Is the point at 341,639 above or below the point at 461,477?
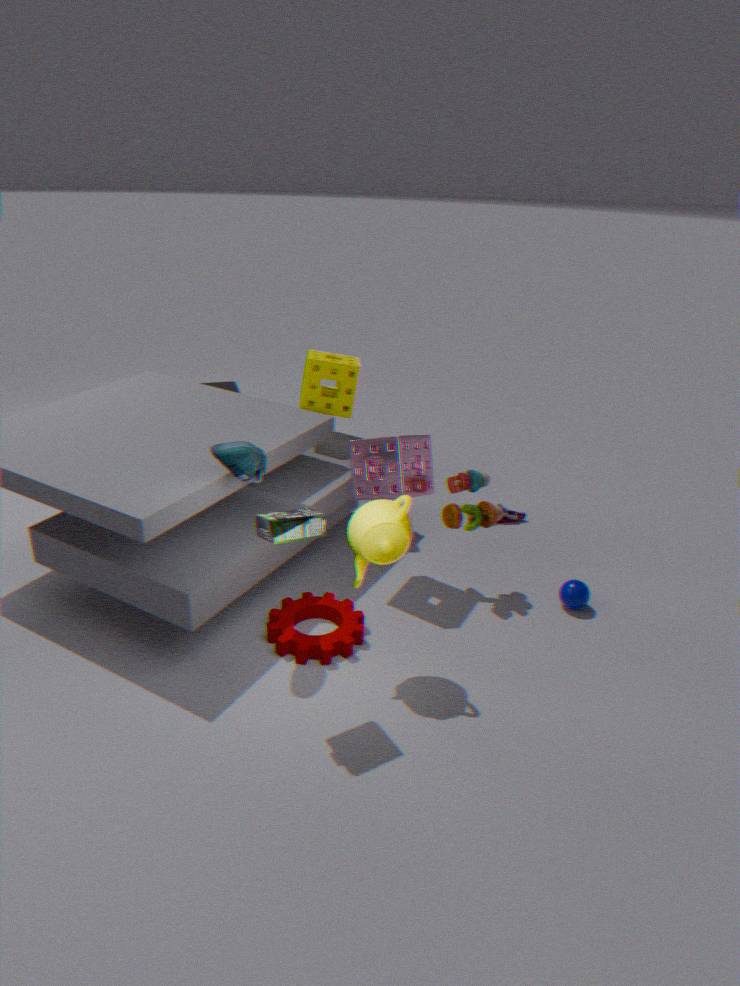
below
